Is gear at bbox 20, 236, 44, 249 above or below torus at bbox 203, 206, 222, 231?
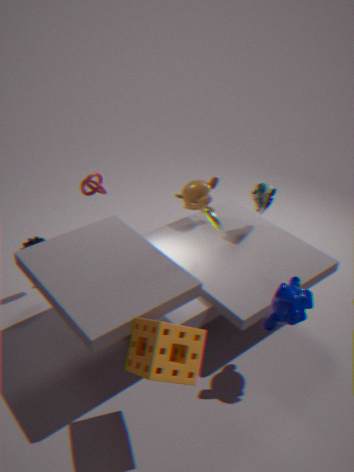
below
